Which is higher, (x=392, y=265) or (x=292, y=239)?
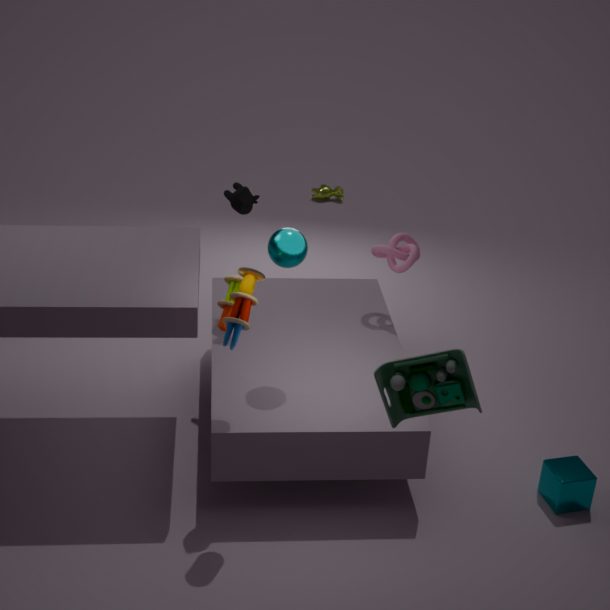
(x=292, y=239)
